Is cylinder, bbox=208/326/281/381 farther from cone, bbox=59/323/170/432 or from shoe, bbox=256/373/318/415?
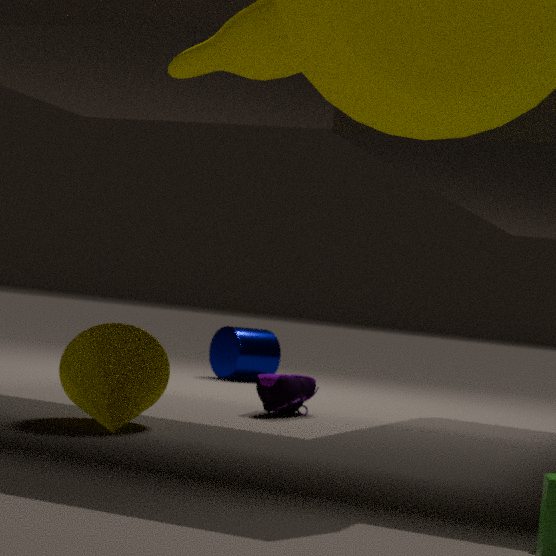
cone, bbox=59/323/170/432
